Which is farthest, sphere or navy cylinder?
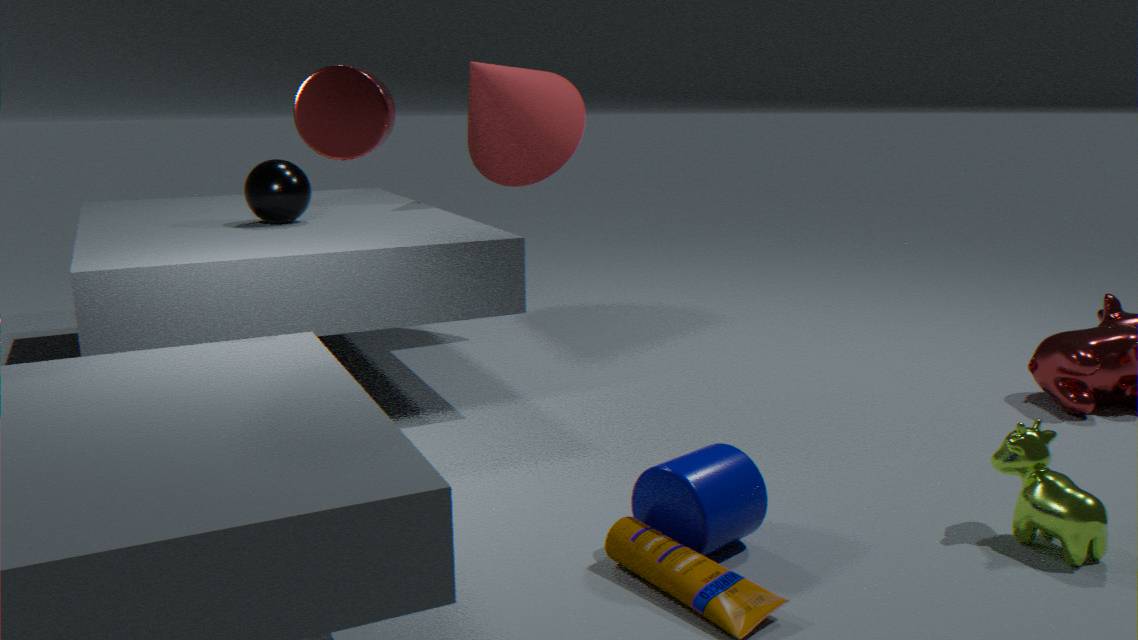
sphere
